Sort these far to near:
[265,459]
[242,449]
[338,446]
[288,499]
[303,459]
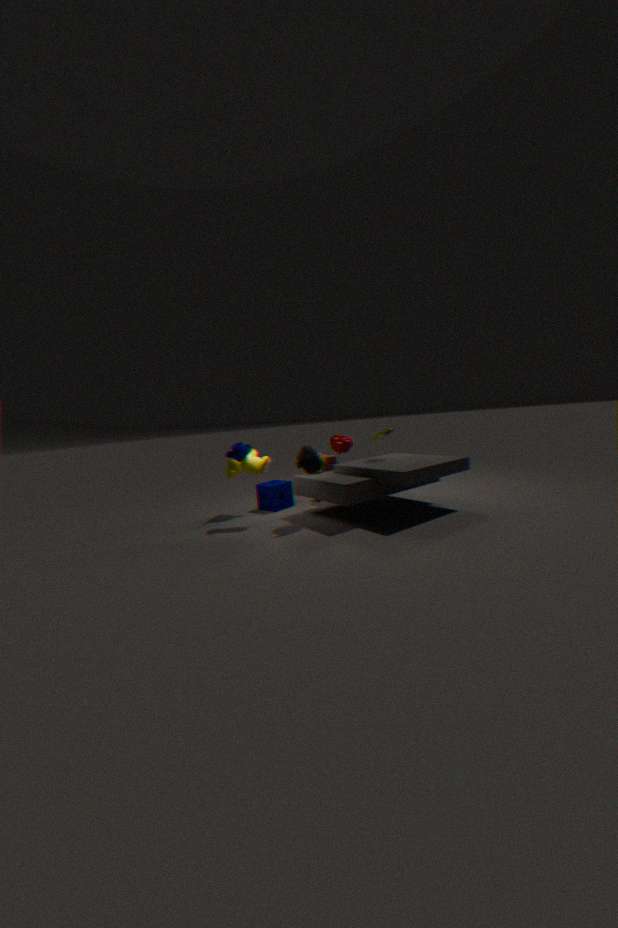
1. [288,499]
2. [338,446]
3. [242,449]
4. [265,459]
5. [303,459]
